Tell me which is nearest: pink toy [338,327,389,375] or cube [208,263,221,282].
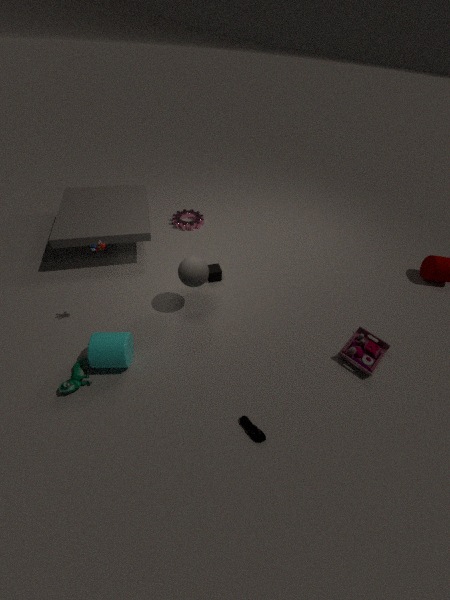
pink toy [338,327,389,375]
